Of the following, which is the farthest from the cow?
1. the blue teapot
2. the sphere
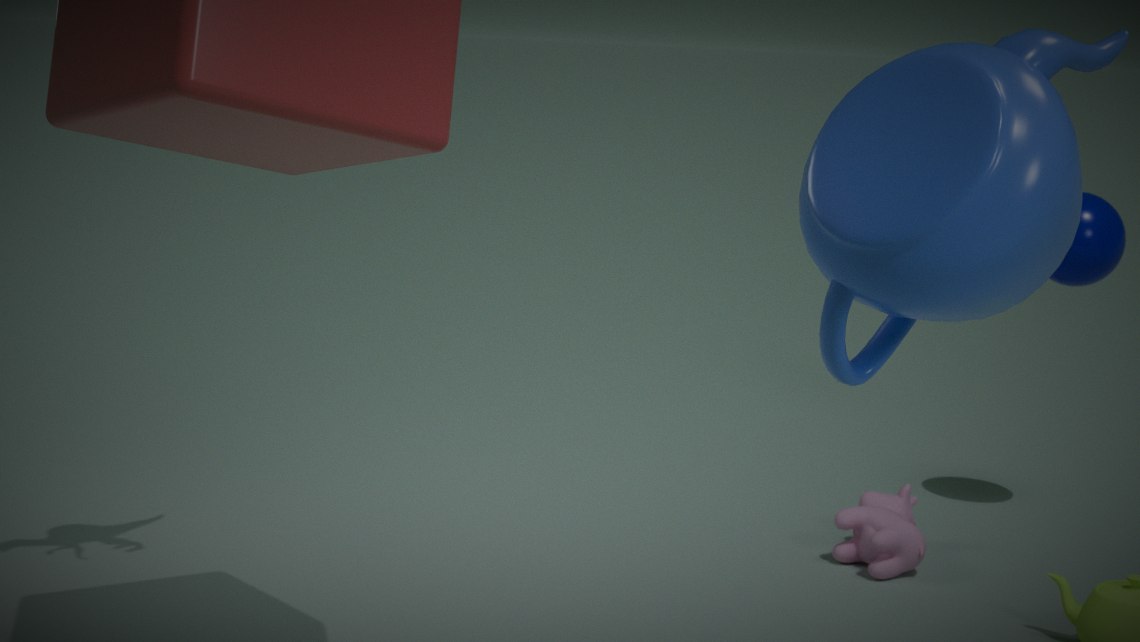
the blue teapot
